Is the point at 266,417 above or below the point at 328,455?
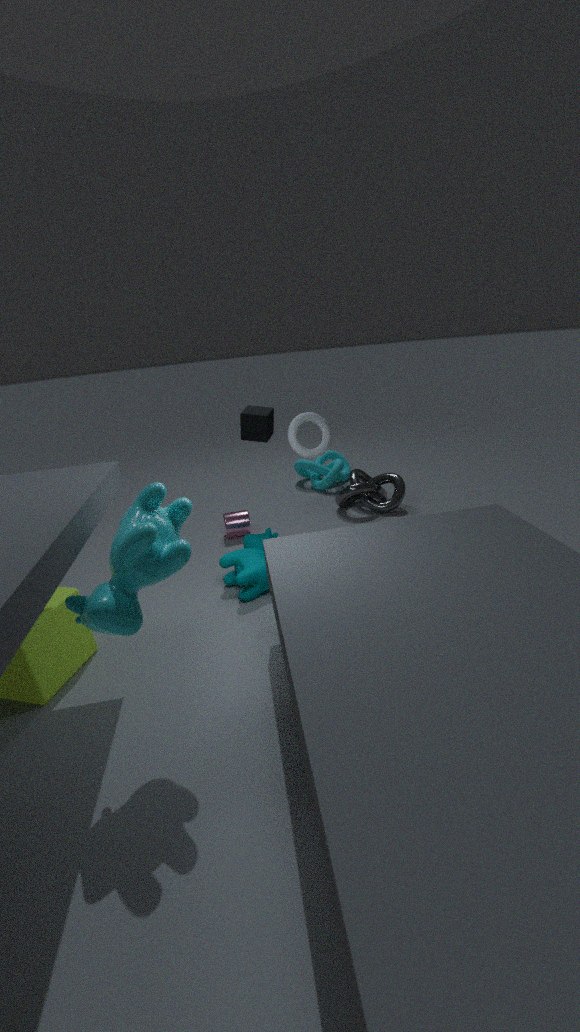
above
